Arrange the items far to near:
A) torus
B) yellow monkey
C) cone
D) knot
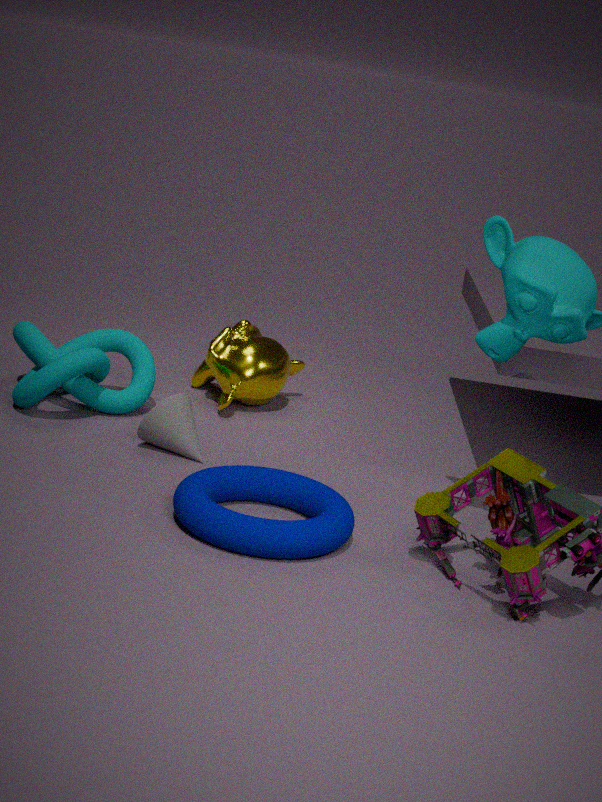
yellow monkey < knot < cone < torus
